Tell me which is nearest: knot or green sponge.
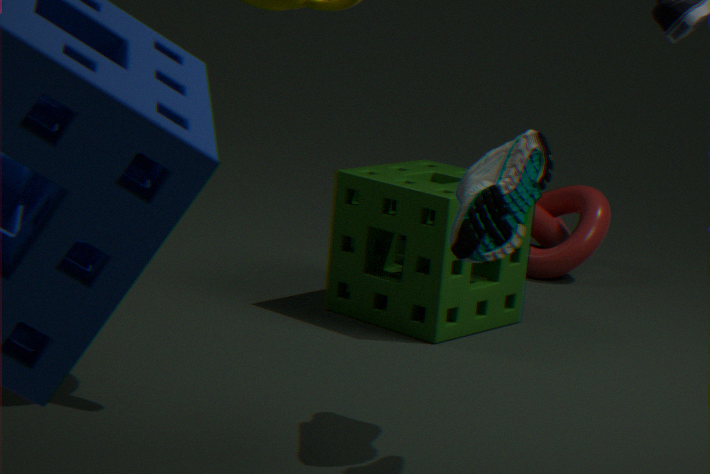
green sponge
